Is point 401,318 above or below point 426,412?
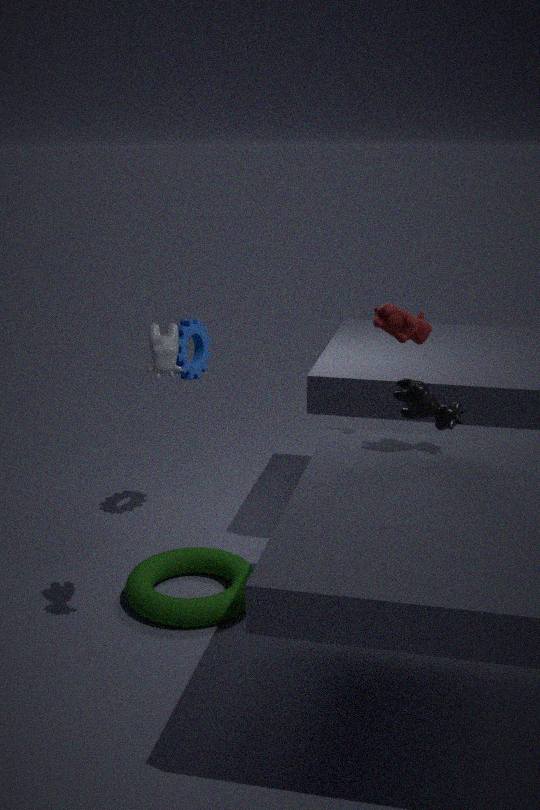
above
